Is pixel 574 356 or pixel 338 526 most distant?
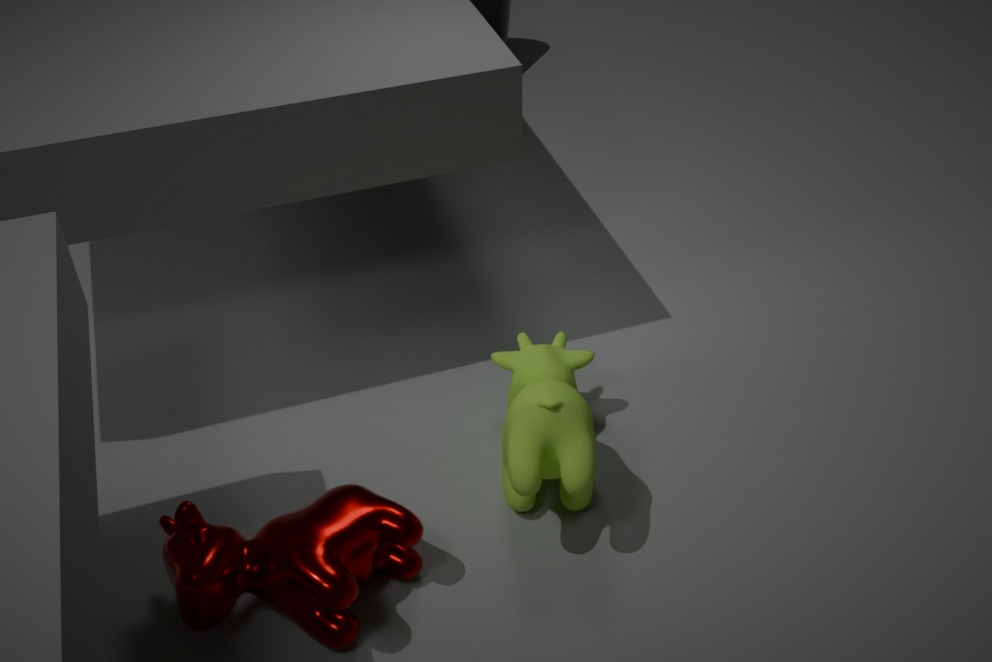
pixel 574 356
